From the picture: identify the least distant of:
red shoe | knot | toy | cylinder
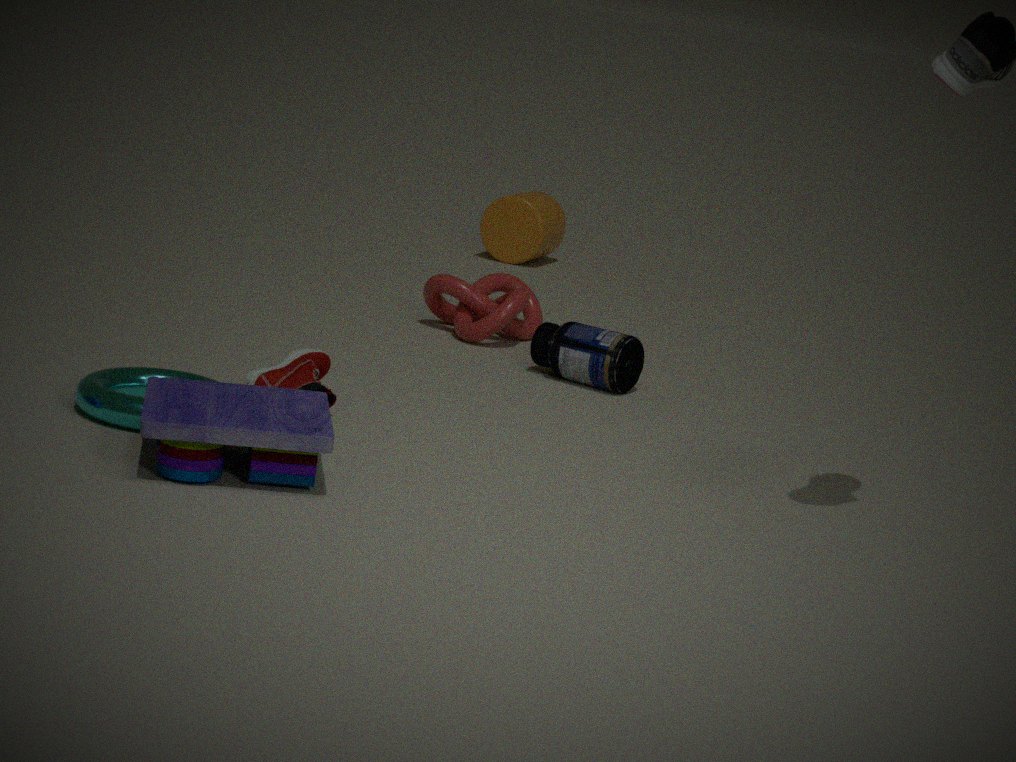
toy
